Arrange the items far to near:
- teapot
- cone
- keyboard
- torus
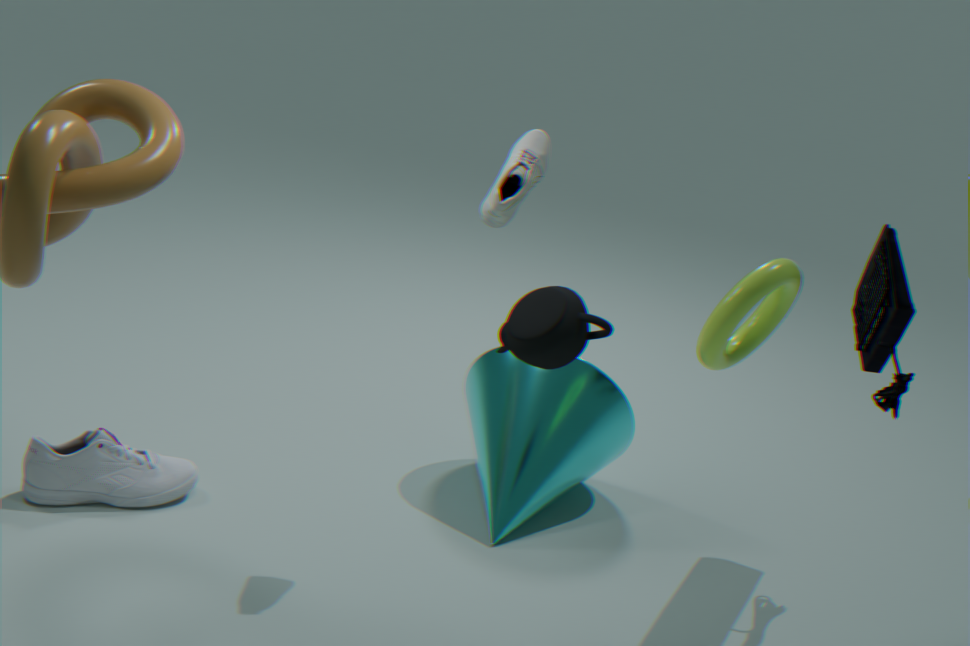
cone, keyboard, torus, teapot
